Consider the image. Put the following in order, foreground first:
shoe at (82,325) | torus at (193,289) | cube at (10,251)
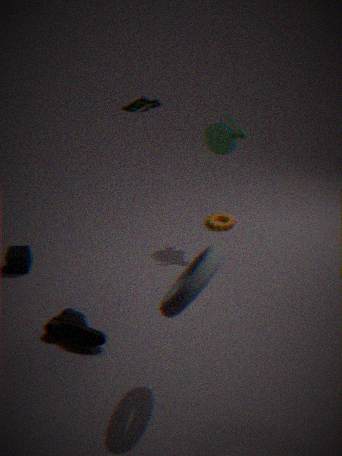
torus at (193,289) → shoe at (82,325) → cube at (10,251)
